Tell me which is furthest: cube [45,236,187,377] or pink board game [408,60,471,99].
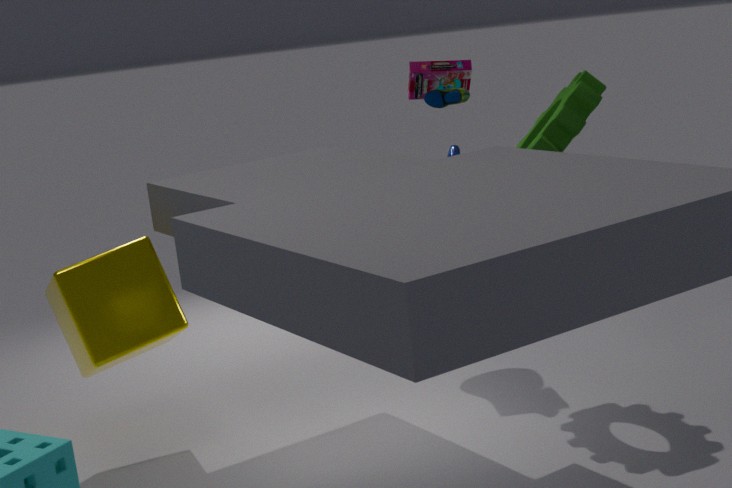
pink board game [408,60,471,99]
